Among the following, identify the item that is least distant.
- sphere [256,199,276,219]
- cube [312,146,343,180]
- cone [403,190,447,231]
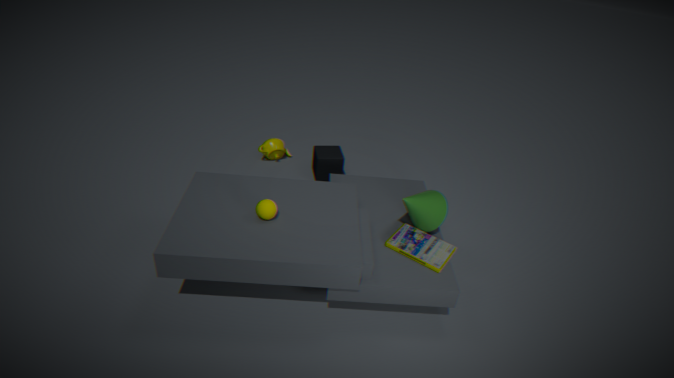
sphere [256,199,276,219]
